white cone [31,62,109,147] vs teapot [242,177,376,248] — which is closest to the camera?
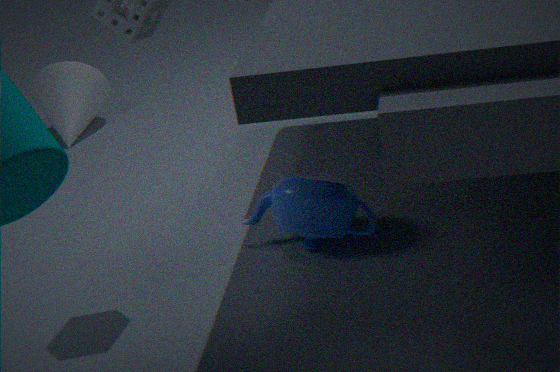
teapot [242,177,376,248]
